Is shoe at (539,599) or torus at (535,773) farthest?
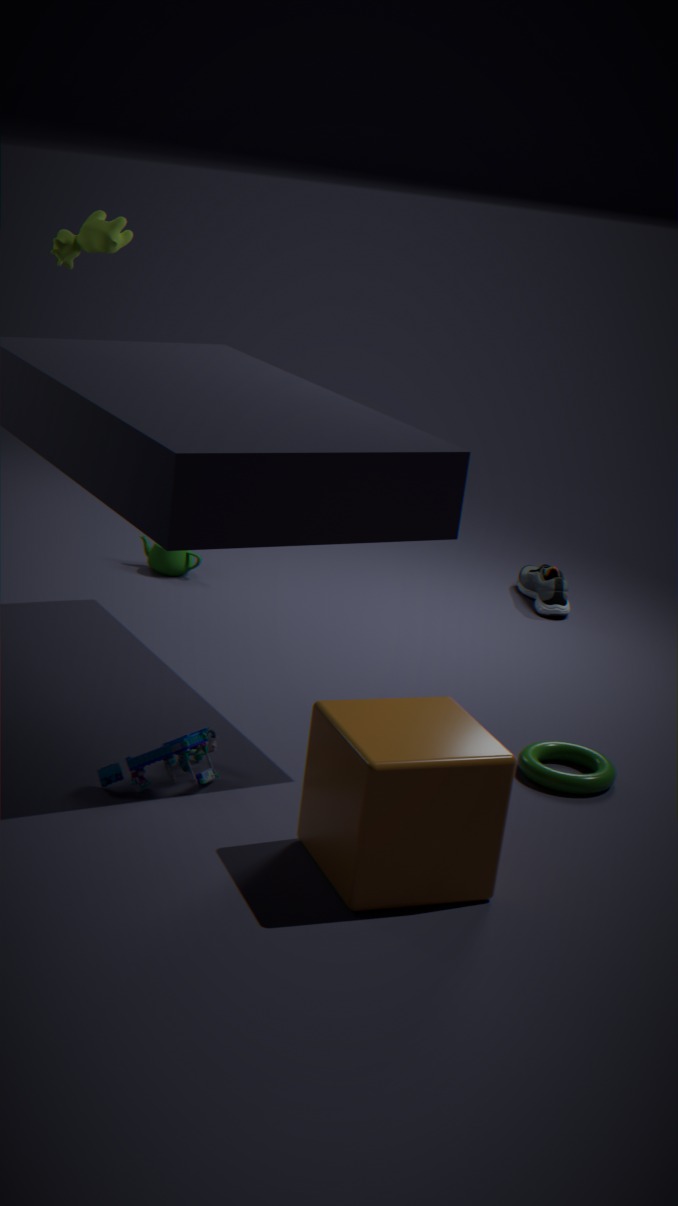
shoe at (539,599)
